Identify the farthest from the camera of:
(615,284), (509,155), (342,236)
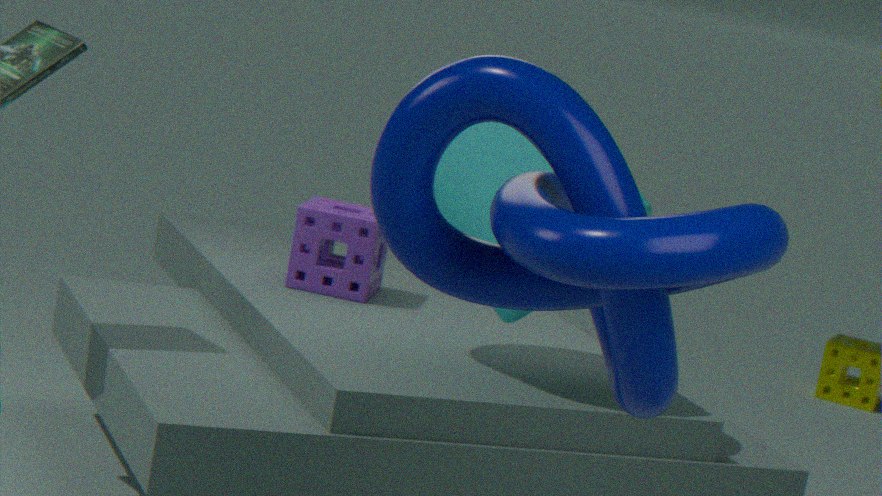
(342,236)
